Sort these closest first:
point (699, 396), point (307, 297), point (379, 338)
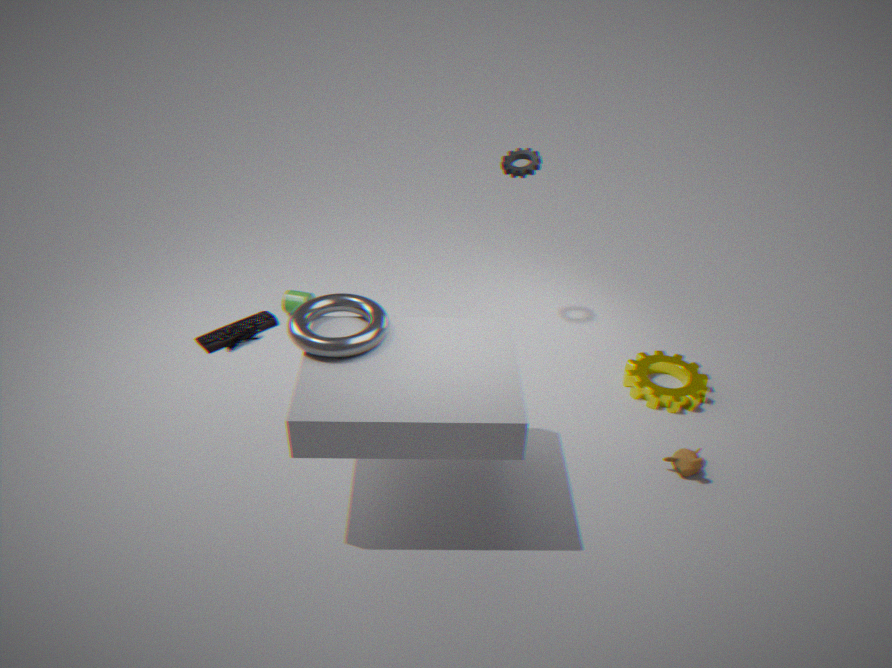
1. point (379, 338)
2. point (699, 396)
3. point (307, 297)
